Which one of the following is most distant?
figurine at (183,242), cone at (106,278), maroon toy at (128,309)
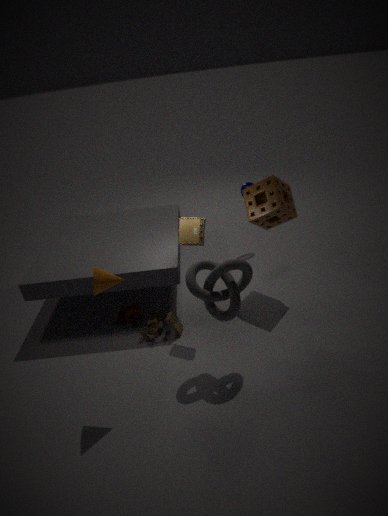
maroon toy at (128,309)
